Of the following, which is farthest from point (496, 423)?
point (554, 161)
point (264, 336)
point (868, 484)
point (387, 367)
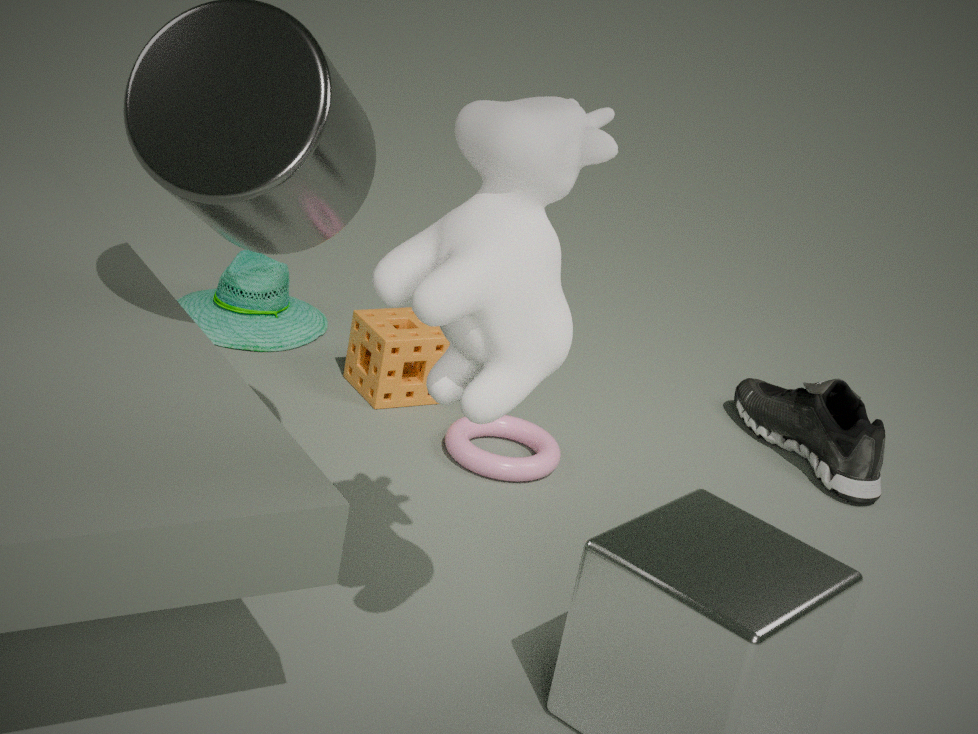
point (554, 161)
